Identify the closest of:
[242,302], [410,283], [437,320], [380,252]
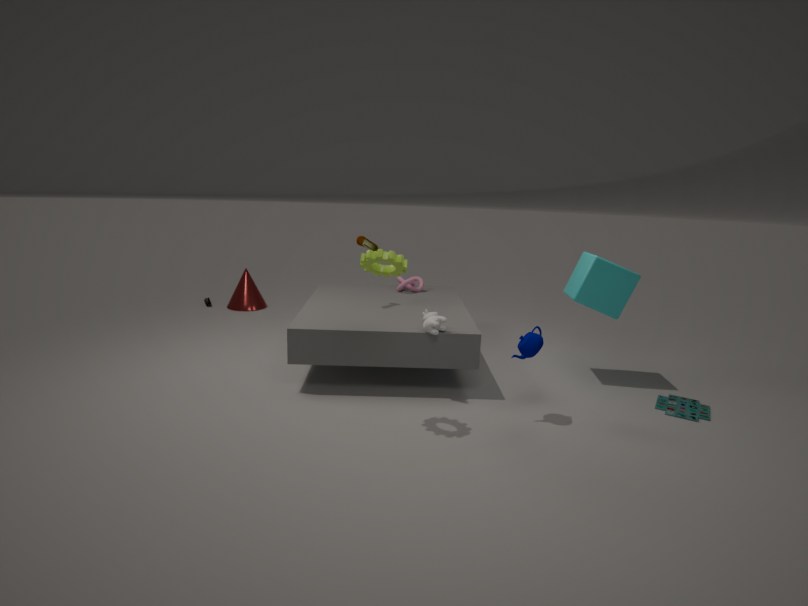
[380,252]
